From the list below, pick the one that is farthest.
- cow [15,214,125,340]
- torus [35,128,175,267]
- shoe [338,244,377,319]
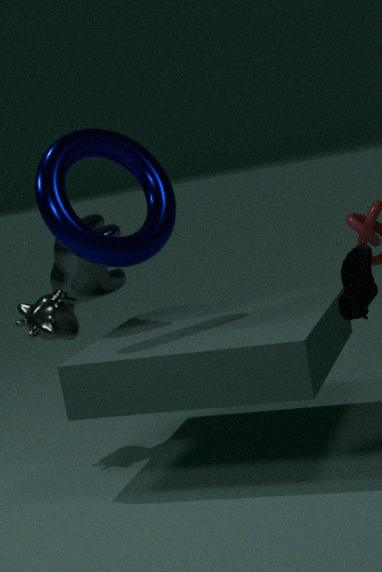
cow [15,214,125,340]
